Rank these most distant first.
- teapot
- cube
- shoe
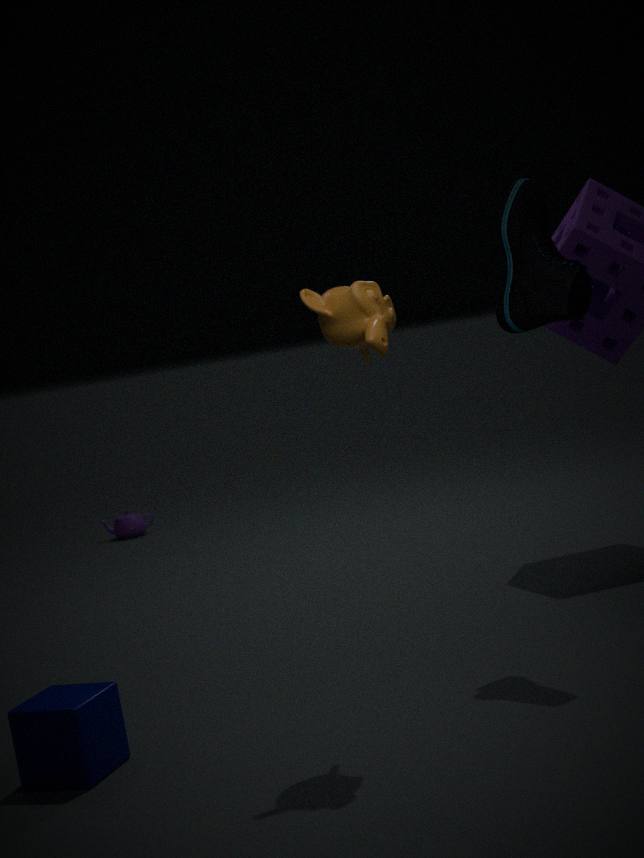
teapot → shoe → cube
